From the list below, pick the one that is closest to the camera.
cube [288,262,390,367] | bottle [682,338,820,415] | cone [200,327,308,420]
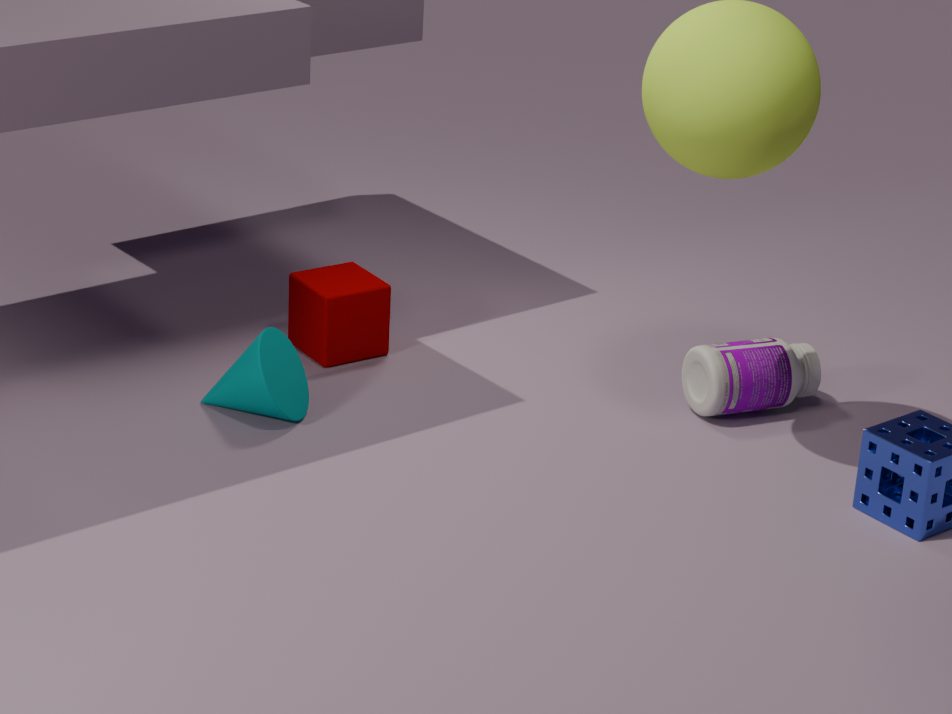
cone [200,327,308,420]
